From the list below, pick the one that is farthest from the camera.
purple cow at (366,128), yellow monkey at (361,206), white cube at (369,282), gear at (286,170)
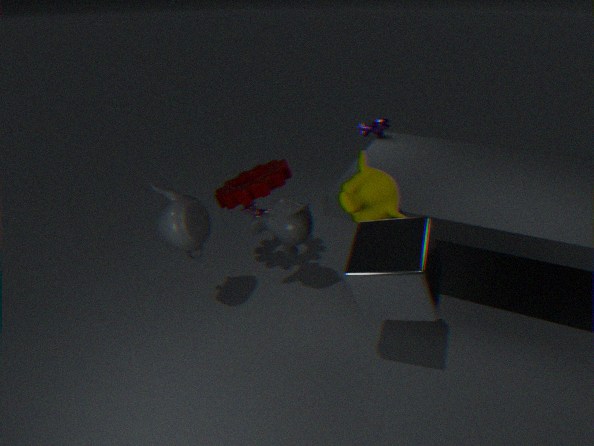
purple cow at (366,128)
